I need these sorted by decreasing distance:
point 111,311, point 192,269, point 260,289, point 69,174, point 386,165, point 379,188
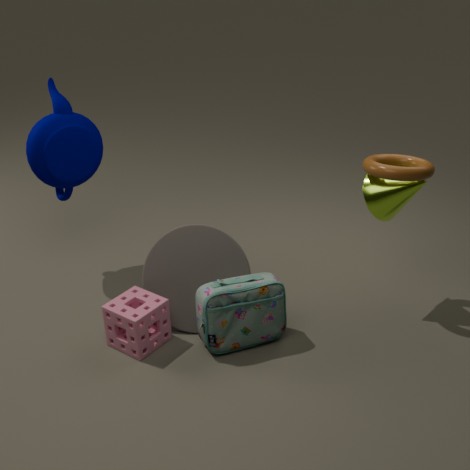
point 69,174 < point 192,269 < point 379,188 < point 111,311 < point 260,289 < point 386,165
